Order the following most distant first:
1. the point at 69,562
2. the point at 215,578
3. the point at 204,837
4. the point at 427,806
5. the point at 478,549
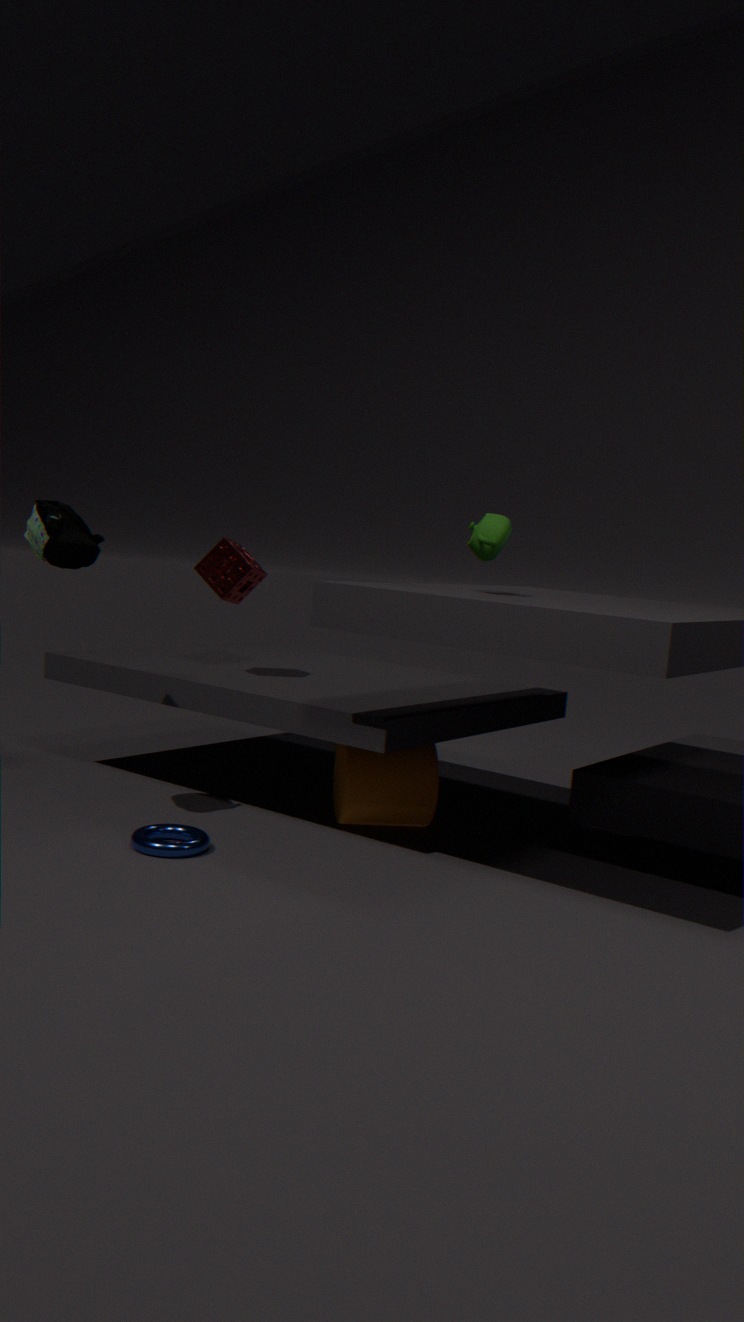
1. the point at 215,578
2. the point at 427,806
3. the point at 69,562
4. the point at 204,837
5. the point at 478,549
